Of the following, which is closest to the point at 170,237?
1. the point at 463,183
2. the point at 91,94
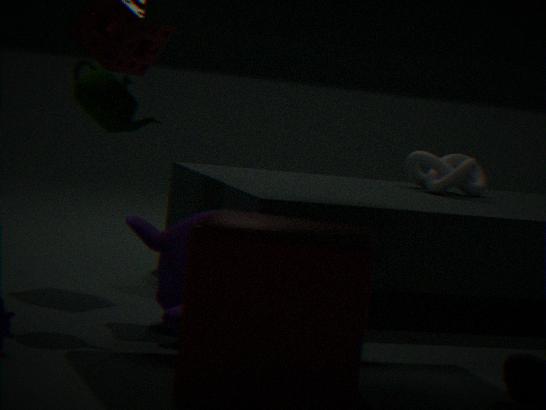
the point at 91,94
